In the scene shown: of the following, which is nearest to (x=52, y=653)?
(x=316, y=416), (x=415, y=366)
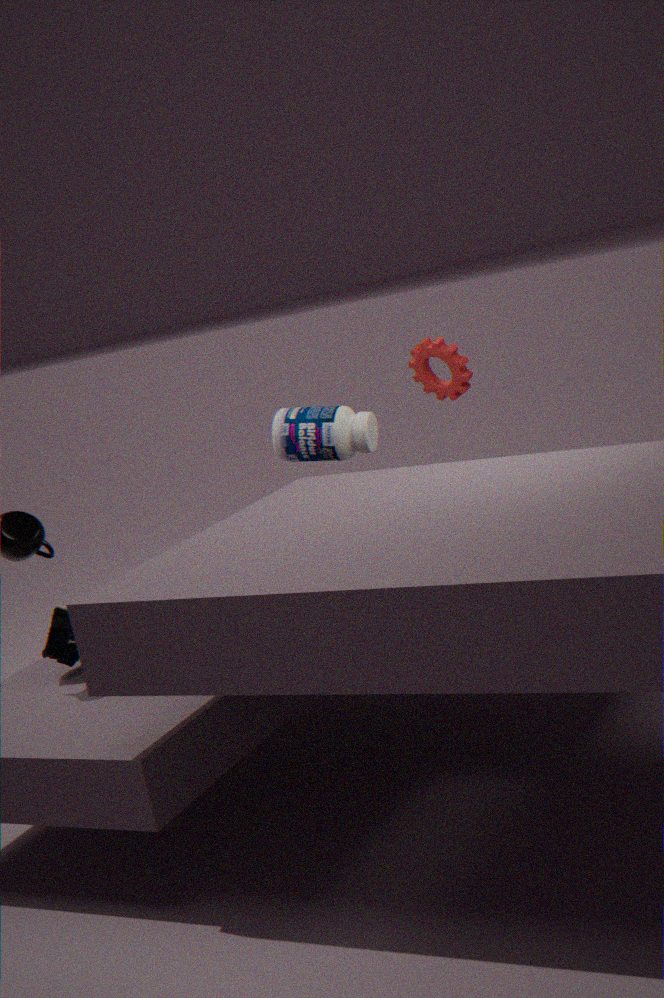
(x=316, y=416)
